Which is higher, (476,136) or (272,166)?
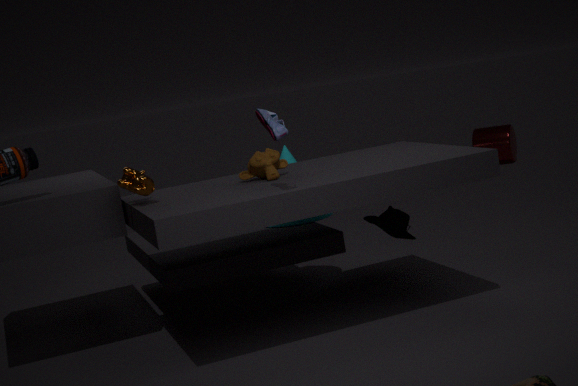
(272,166)
